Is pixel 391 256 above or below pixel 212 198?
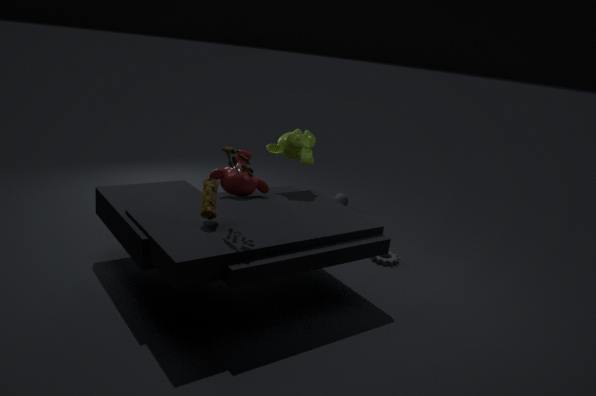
below
